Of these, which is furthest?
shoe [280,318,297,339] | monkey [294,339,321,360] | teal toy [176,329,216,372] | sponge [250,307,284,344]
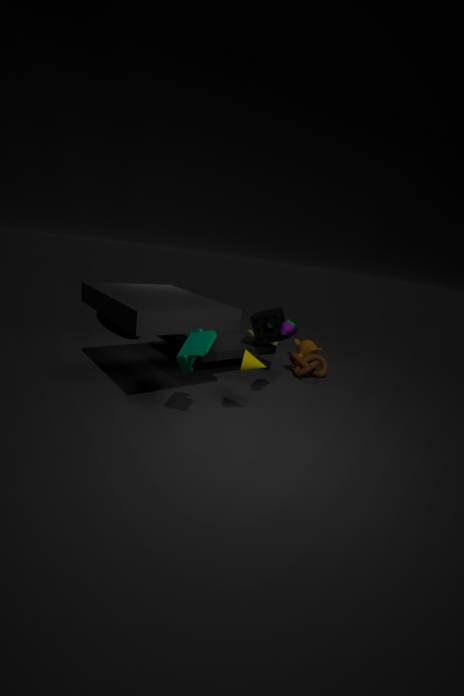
monkey [294,339,321,360]
